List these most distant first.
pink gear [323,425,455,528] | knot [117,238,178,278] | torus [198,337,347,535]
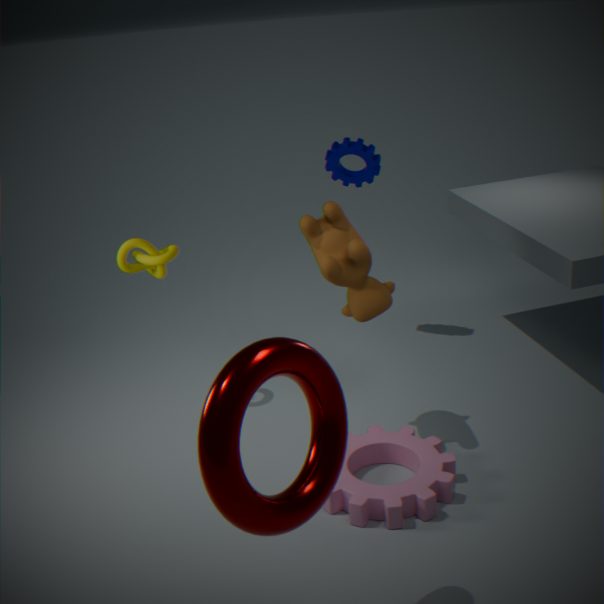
1. knot [117,238,178,278]
2. pink gear [323,425,455,528]
3. torus [198,337,347,535]
